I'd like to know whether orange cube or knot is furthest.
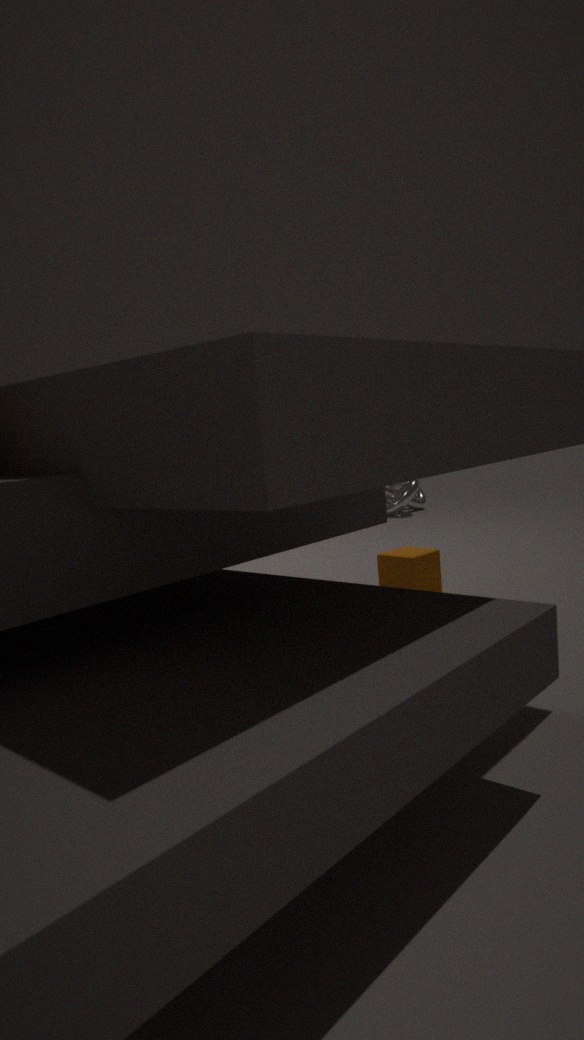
knot
